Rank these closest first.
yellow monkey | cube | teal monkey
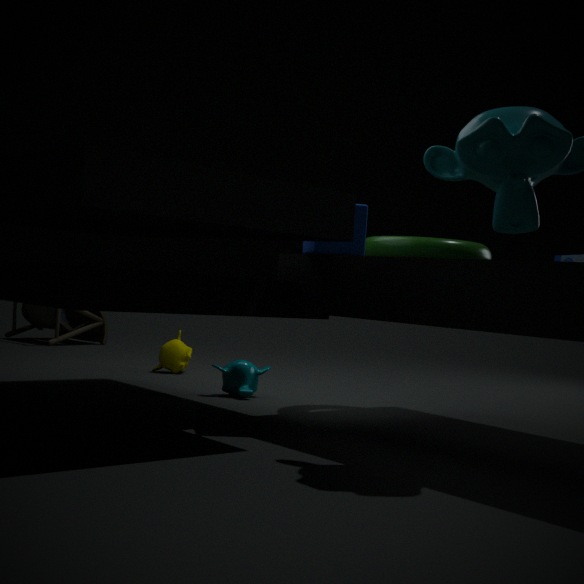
cube, teal monkey, yellow monkey
